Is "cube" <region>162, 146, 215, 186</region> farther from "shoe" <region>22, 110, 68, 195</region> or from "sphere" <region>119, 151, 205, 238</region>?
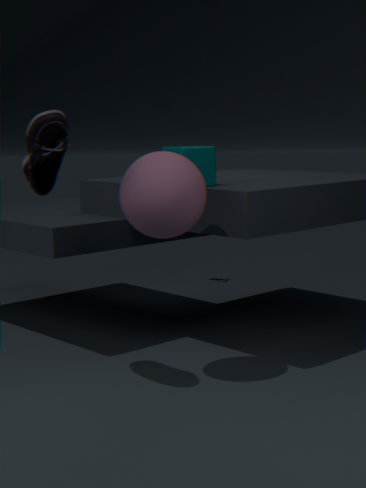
"shoe" <region>22, 110, 68, 195</region>
